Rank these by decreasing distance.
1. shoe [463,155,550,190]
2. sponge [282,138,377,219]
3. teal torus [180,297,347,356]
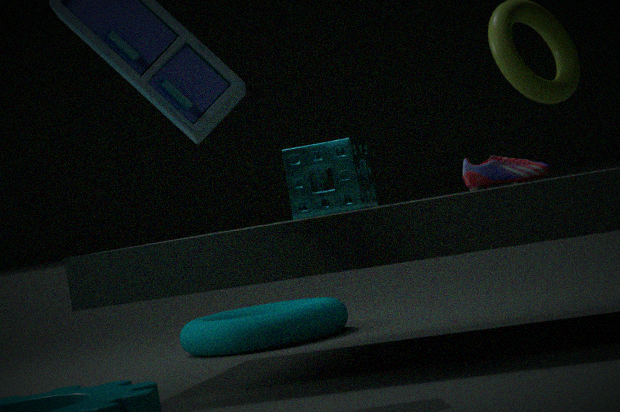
teal torus [180,297,347,356]
sponge [282,138,377,219]
shoe [463,155,550,190]
